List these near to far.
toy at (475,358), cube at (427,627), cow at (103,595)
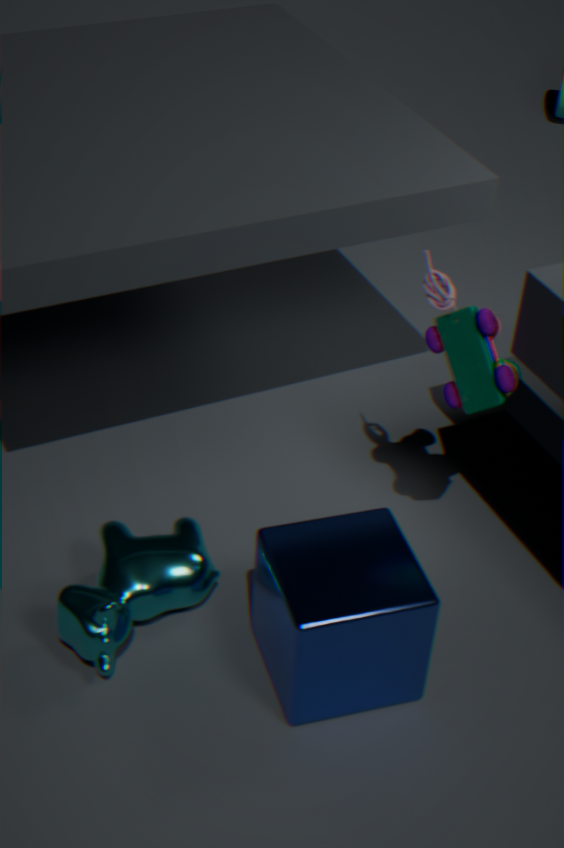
cube at (427,627) < toy at (475,358) < cow at (103,595)
